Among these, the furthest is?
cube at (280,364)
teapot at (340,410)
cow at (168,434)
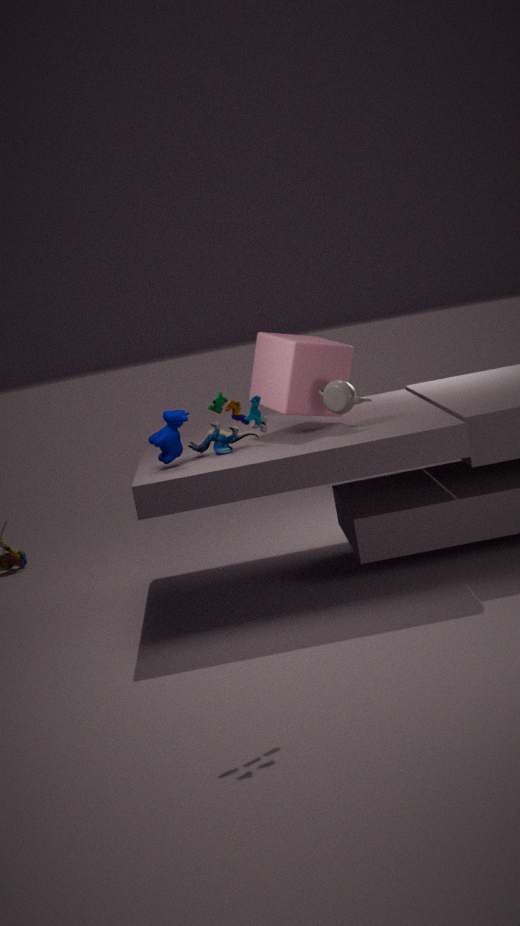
cube at (280,364)
